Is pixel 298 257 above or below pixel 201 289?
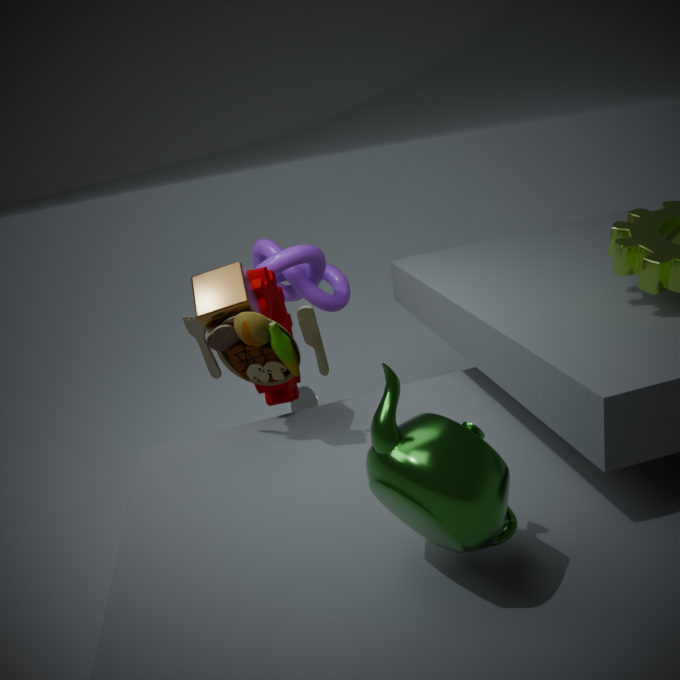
below
